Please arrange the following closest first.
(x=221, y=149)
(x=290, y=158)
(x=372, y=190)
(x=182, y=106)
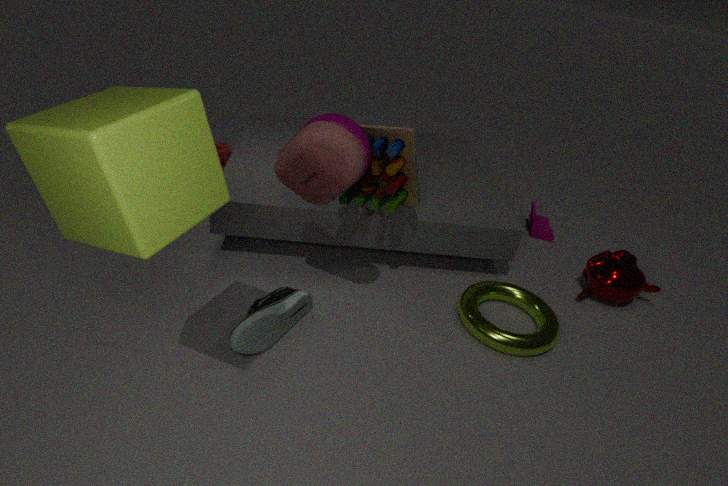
1. (x=182, y=106)
2. (x=290, y=158)
3. (x=372, y=190)
4. (x=221, y=149)
